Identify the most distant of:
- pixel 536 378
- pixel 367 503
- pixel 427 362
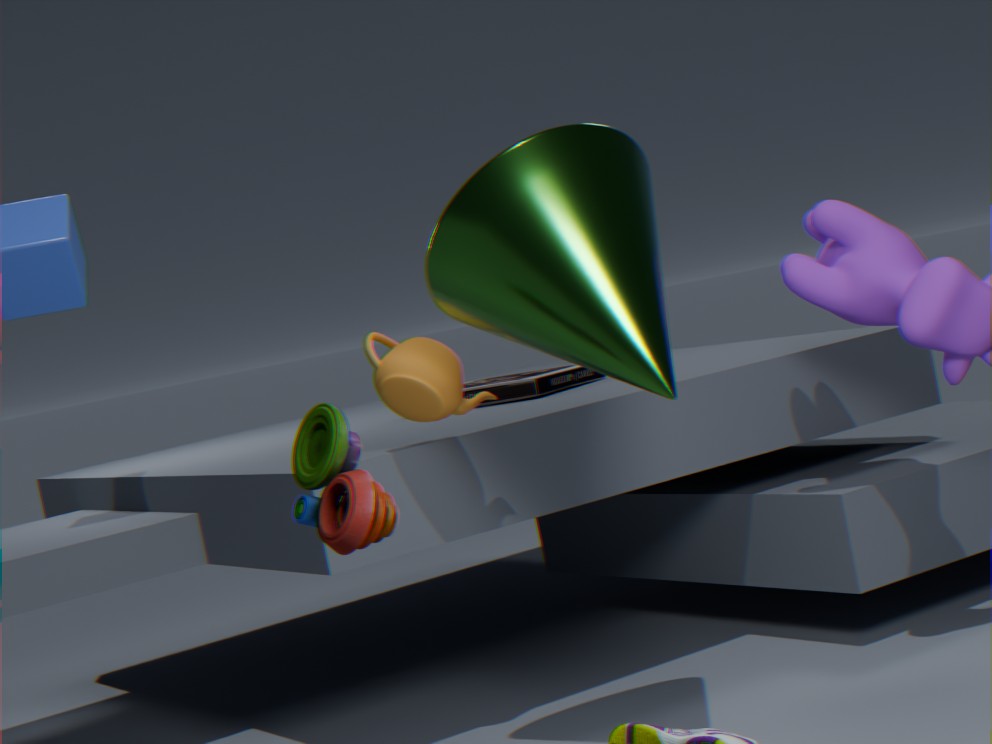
pixel 536 378
